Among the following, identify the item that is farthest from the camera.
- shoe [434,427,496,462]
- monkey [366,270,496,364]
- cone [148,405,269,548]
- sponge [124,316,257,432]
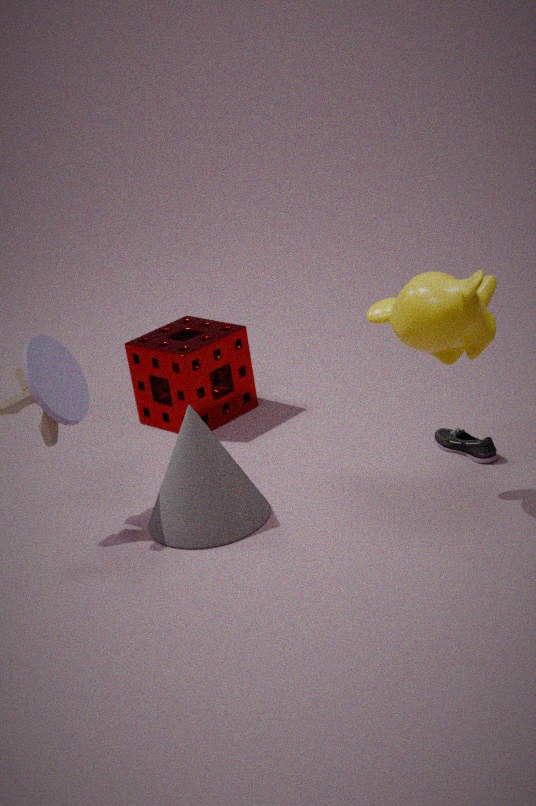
sponge [124,316,257,432]
